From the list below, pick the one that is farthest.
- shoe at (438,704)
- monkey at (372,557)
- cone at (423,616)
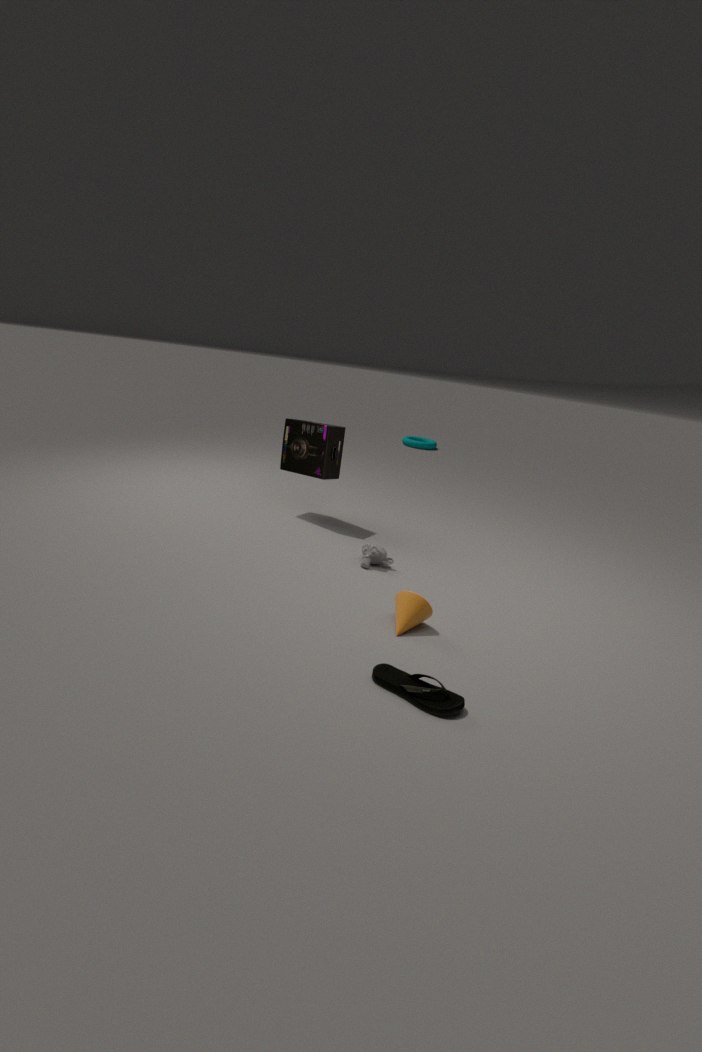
monkey at (372,557)
